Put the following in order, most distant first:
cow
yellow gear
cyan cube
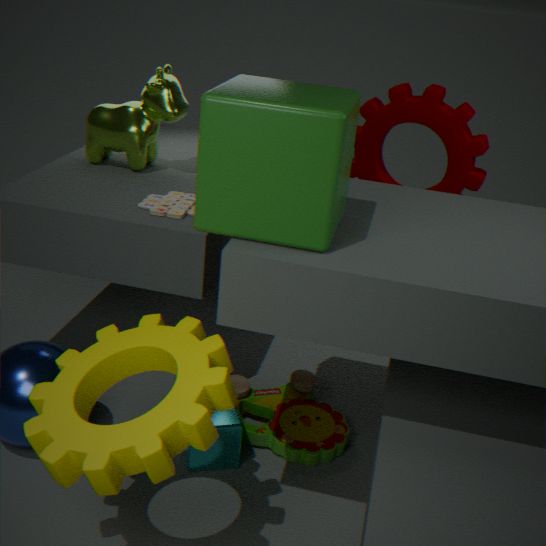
cow → cyan cube → yellow gear
